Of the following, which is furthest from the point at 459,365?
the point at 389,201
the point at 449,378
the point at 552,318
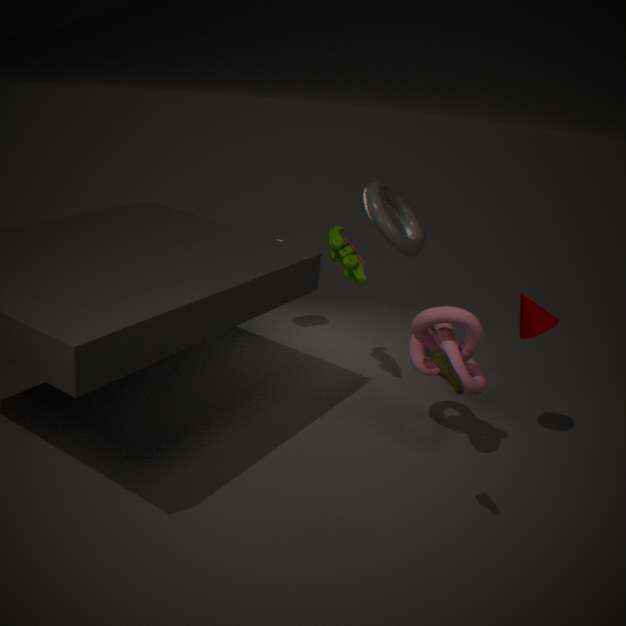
the point at 389,201
